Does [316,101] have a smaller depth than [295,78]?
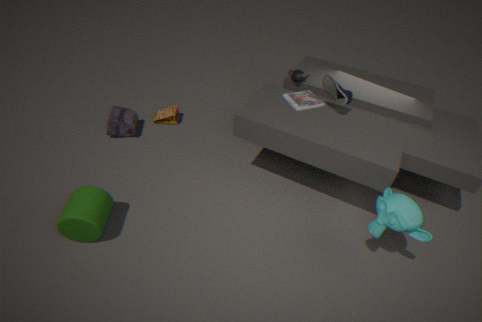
Yes
